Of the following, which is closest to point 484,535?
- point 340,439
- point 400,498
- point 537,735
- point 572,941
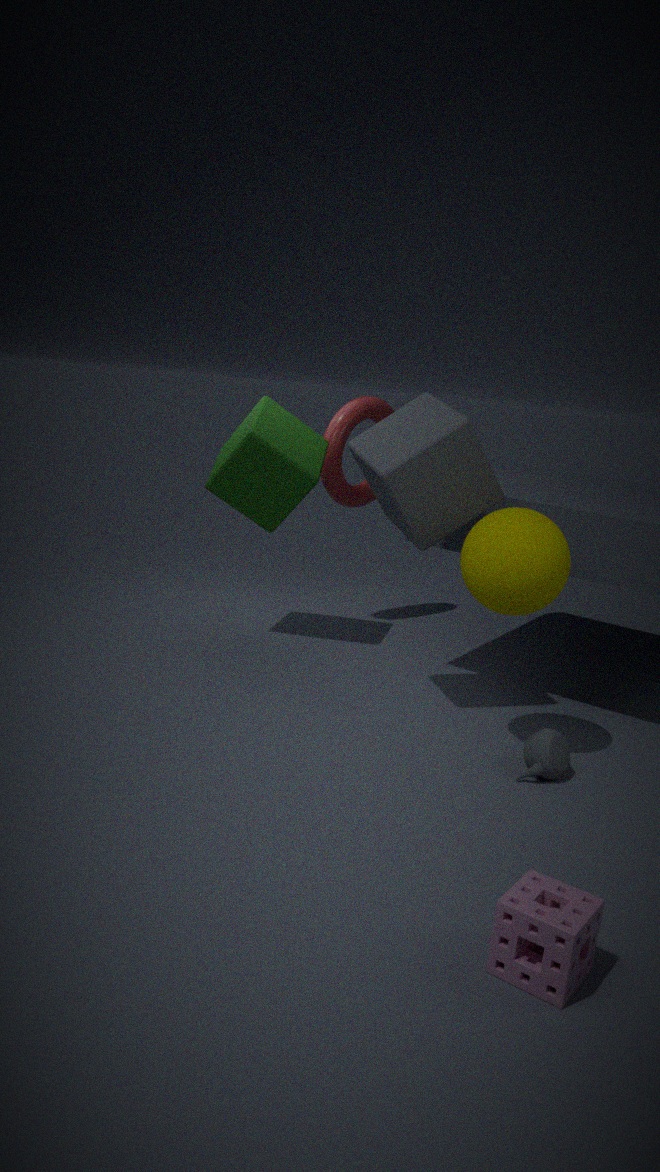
point 400,498
